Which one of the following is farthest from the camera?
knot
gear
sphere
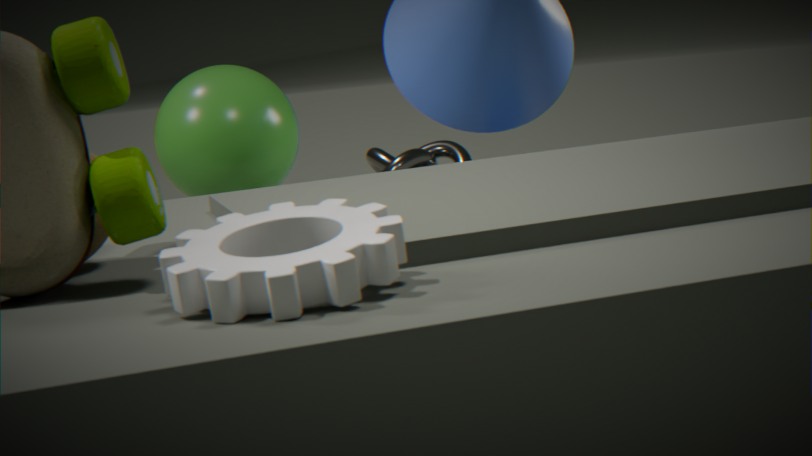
knot
